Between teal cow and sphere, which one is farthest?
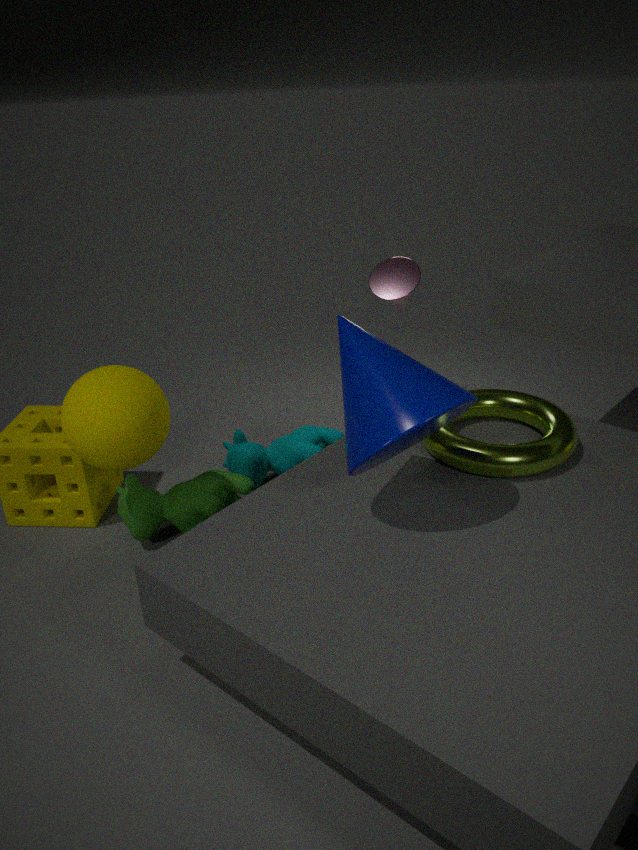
teal cow
